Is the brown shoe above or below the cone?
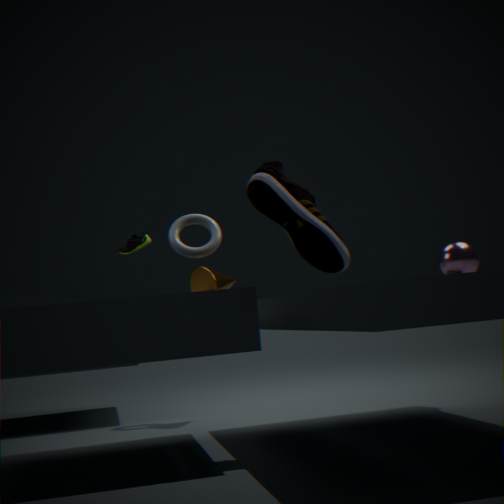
above
